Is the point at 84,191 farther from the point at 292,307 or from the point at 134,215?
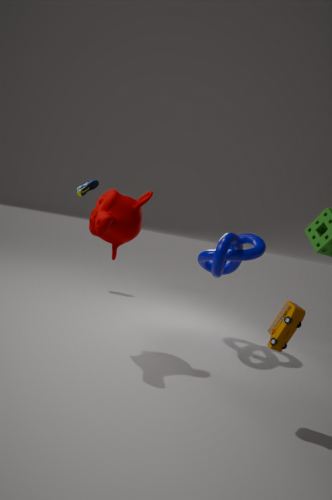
the point at 292,307
